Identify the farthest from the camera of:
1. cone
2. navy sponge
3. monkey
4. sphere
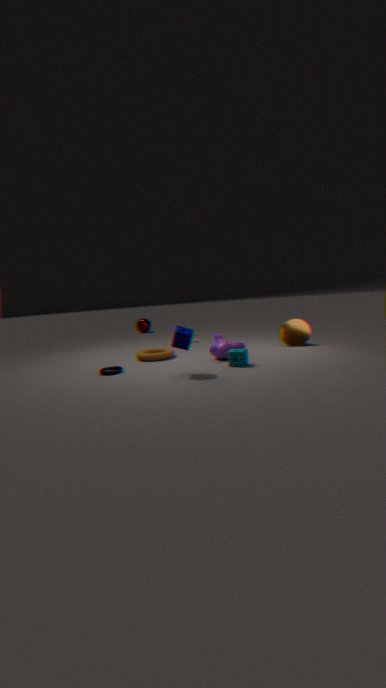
sphere
